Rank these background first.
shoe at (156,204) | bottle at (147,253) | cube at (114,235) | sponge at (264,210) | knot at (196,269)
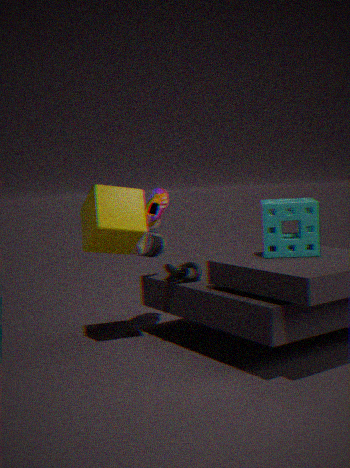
bottle at (147,253)
shoe at (156,204)
knot at (196,269)
cube at (114,235)
sponge at (264,210)
